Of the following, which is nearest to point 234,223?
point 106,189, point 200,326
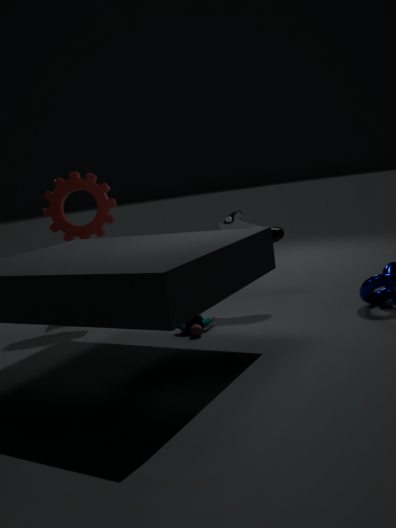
point 200,326
